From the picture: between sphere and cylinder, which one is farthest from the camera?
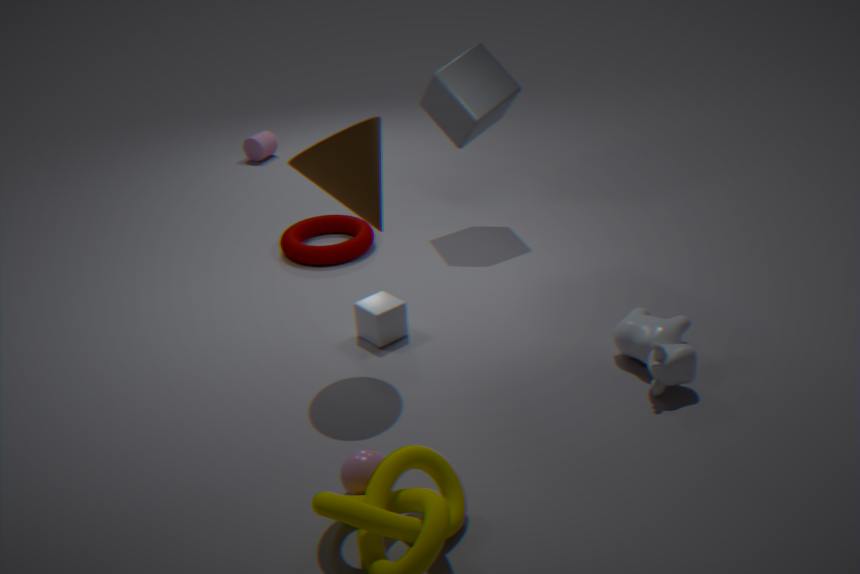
cylinder
